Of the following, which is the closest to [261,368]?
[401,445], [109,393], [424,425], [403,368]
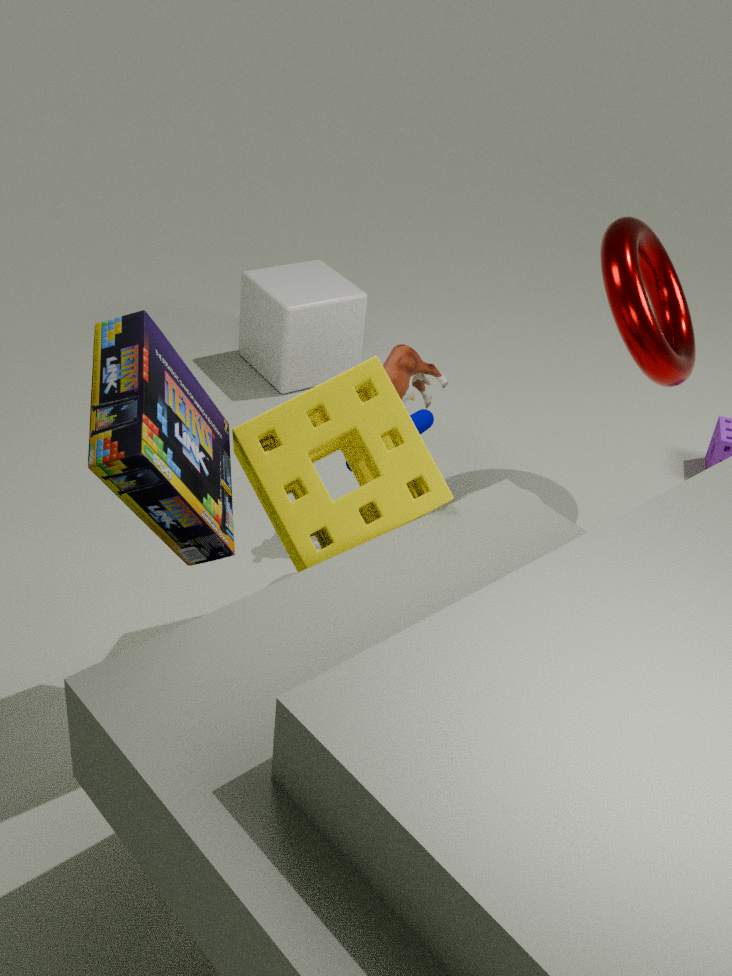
[403,368]
